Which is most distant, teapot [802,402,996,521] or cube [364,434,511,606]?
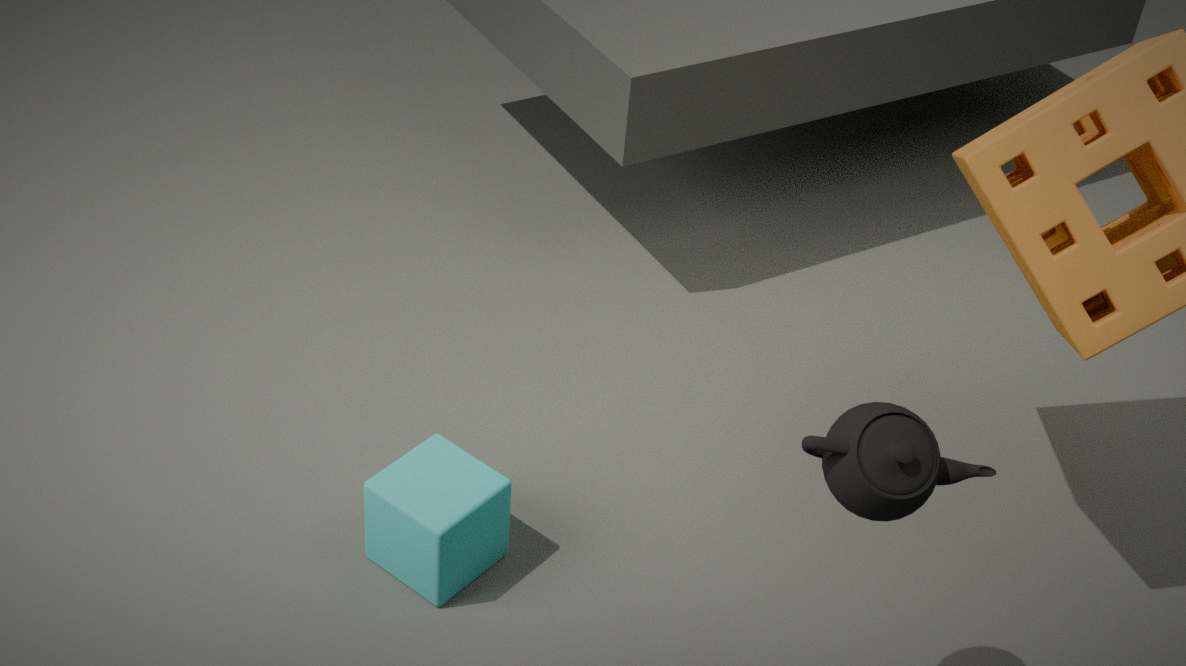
cube [364,434,511,606]
